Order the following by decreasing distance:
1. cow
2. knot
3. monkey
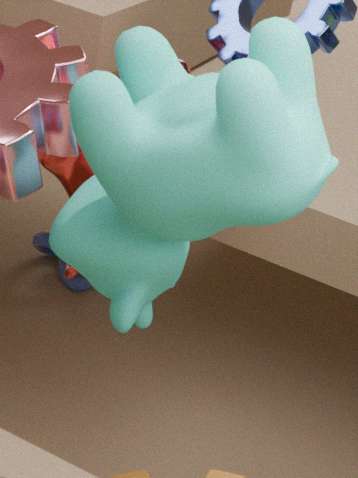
knot → monkey → cow
